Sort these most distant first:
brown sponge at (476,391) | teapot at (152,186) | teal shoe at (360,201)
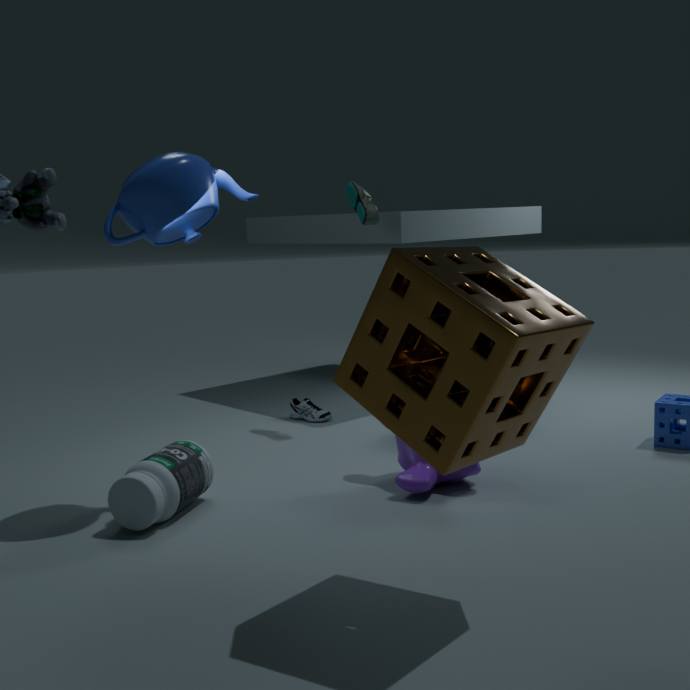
teal shoe at (360,201) → teapot at (152,186) → brown sponge at (476,391)
